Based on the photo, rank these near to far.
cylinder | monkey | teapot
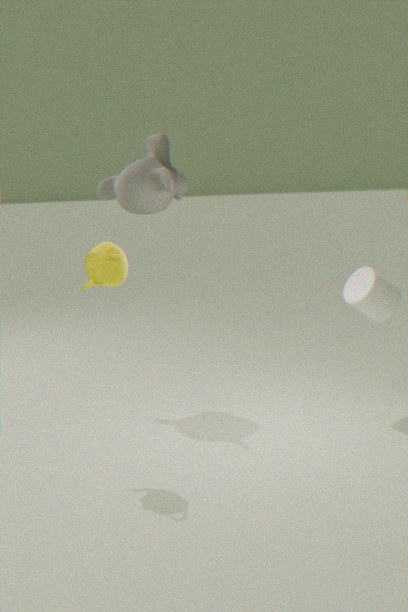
teapot
cylinder
monkey
